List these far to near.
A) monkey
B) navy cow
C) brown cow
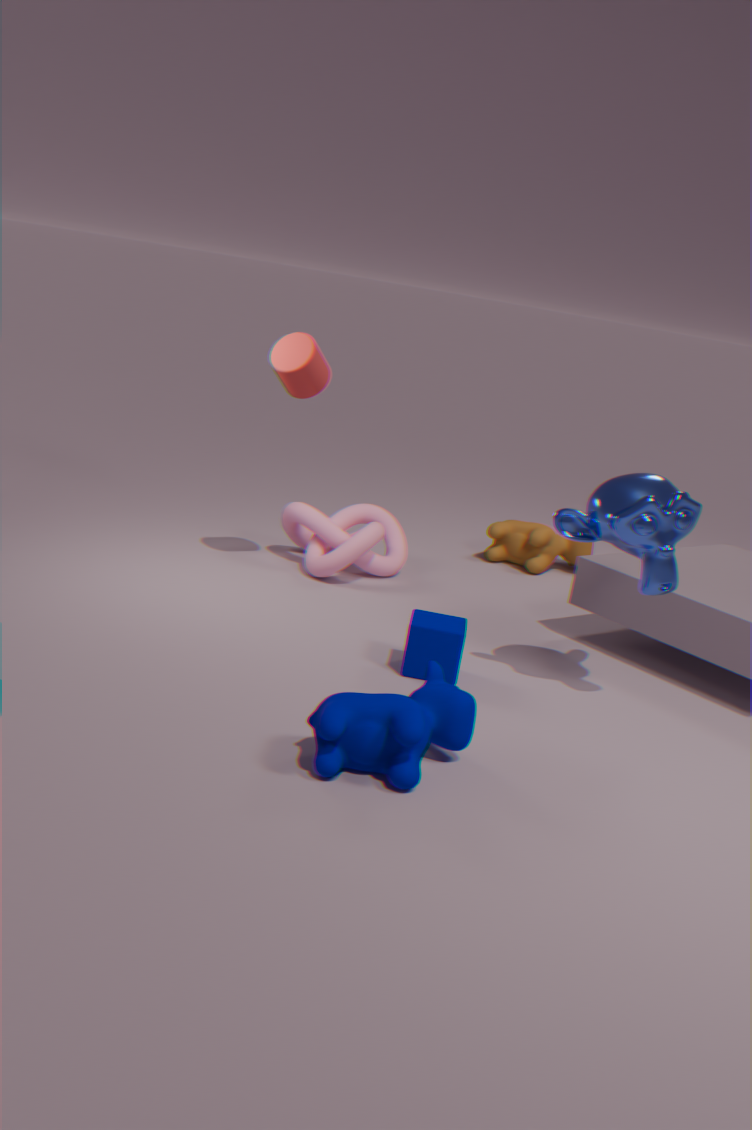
1. brown cow
2. monkey
3. navy cow
